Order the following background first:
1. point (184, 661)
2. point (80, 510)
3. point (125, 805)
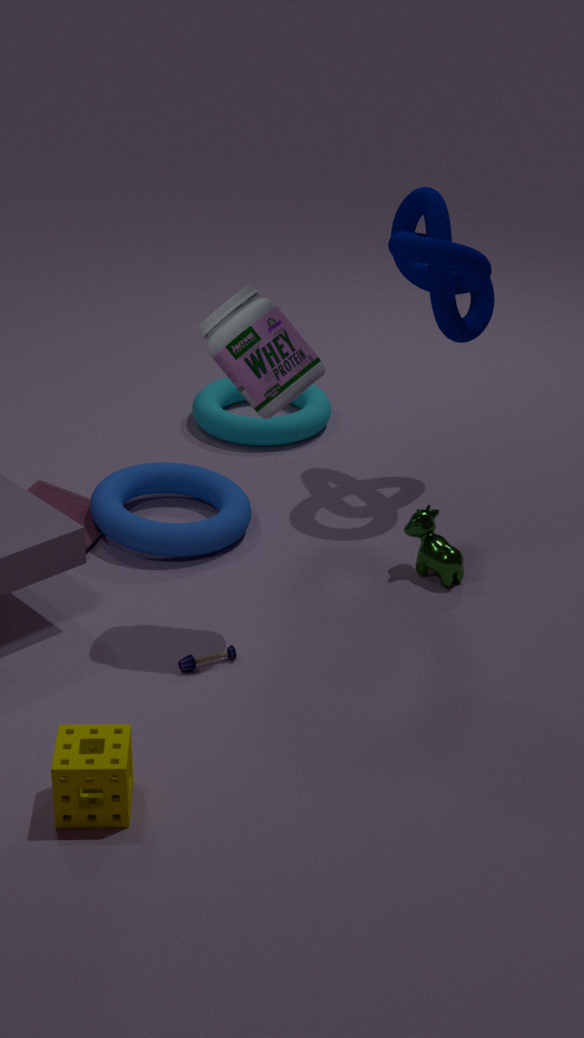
point (80, 510) → point (184, 661) → point (125, 805)
